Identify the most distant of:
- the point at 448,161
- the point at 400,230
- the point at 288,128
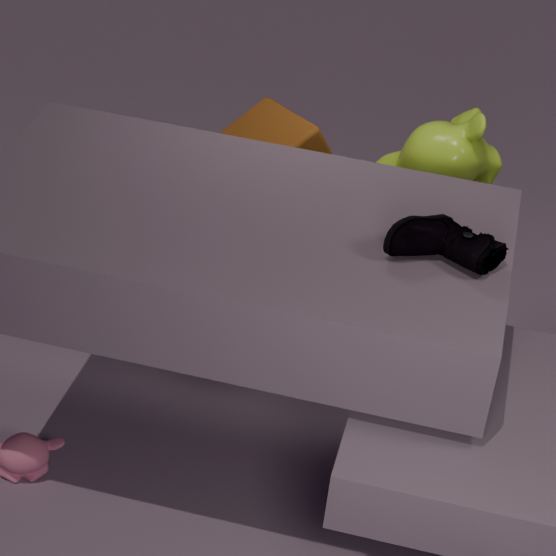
the point at 288,128
